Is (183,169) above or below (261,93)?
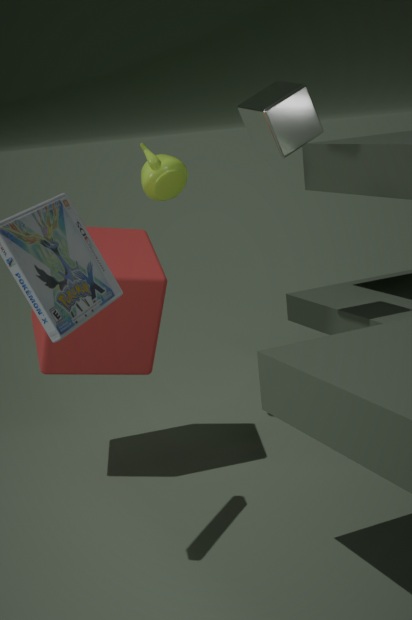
below
